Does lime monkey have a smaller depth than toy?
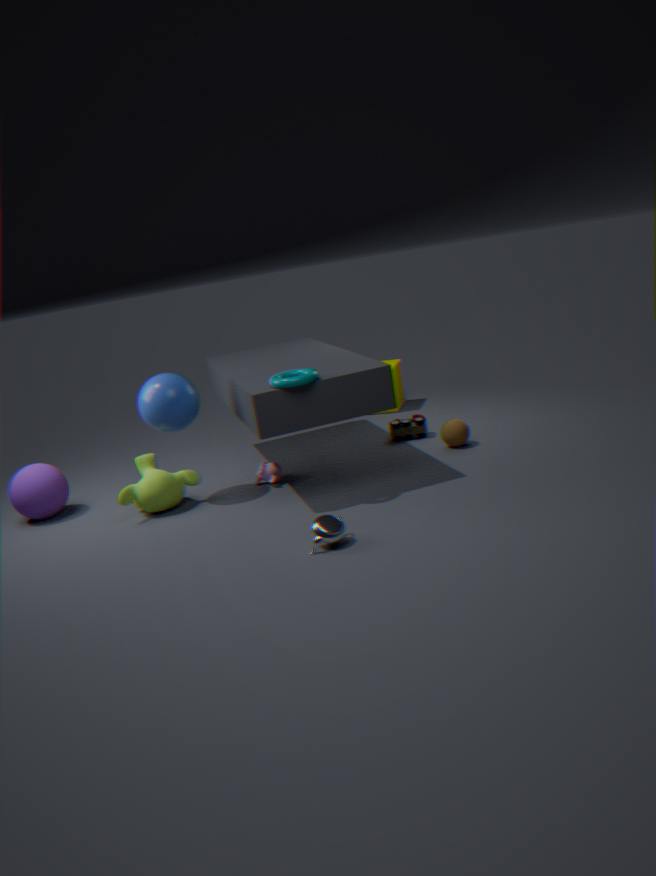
Yes
